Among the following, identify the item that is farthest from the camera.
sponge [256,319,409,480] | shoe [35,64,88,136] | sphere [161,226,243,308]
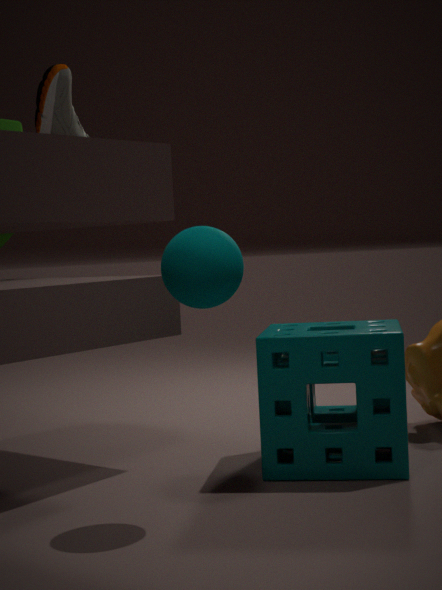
shoe [35,64,88,136]
